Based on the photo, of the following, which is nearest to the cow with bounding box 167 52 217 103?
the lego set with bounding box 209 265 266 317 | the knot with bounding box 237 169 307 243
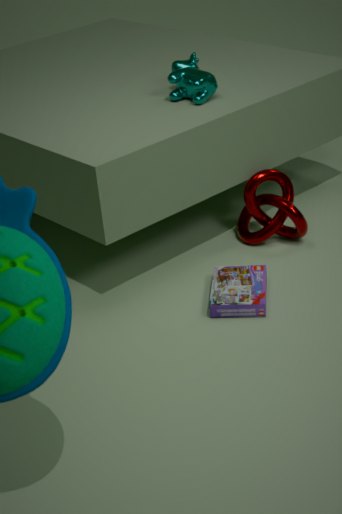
the knot with bounding box 237 169 307 243
